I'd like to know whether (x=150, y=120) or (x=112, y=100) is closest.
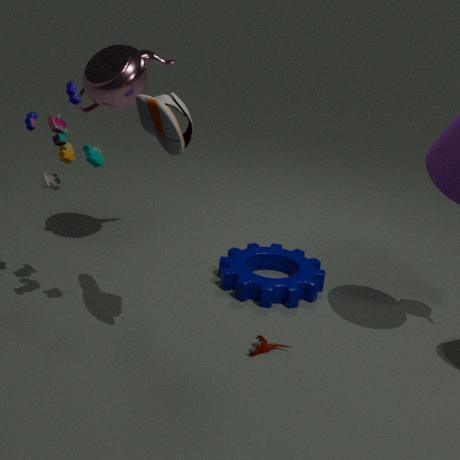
(x=150, y=120)
